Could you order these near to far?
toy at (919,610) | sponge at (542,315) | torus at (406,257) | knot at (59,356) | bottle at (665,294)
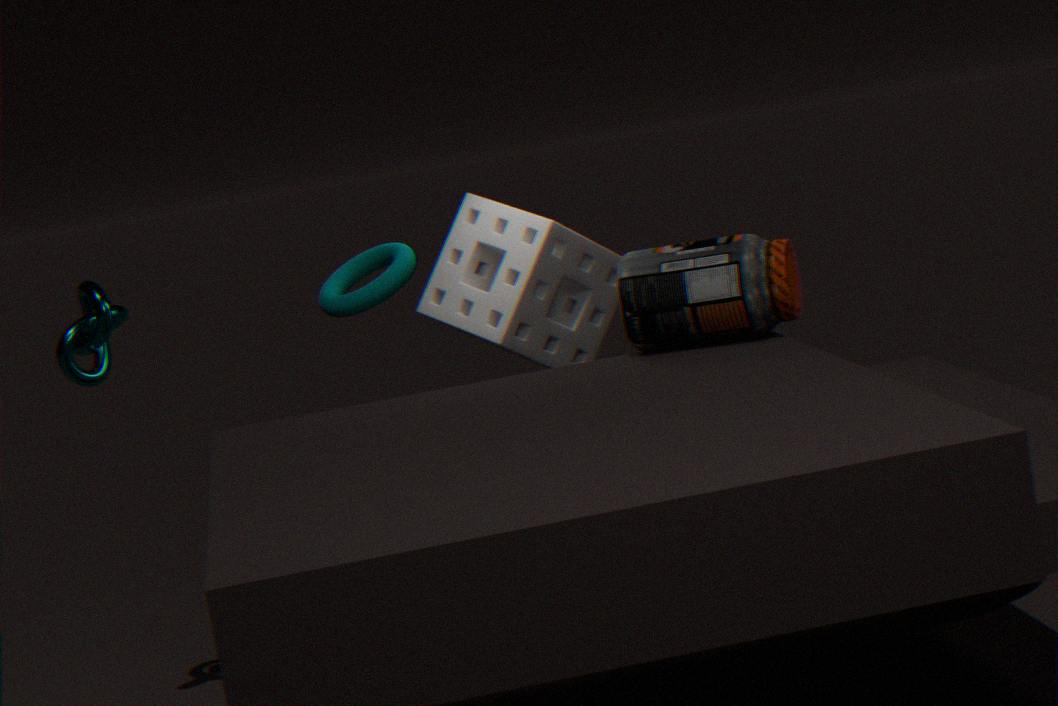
bottle at (665,294) < torus at (406,257) < knot at (59,356) < toy at (919,610) < sponge at (542,315)
